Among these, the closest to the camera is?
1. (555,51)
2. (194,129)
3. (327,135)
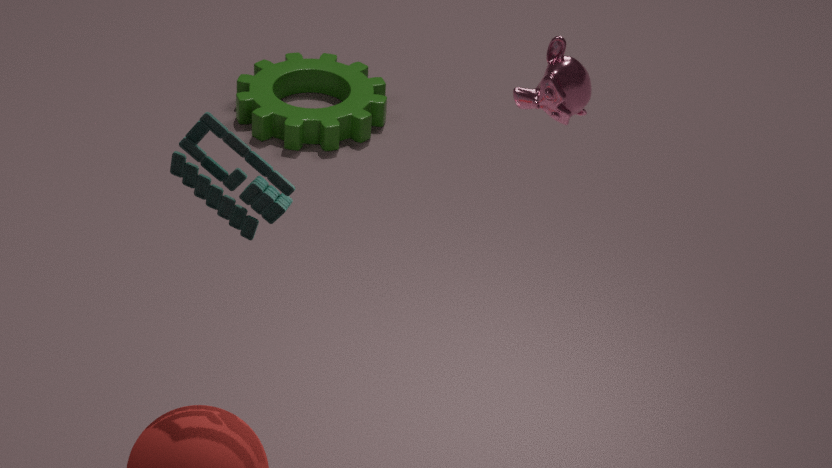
(194,129)
